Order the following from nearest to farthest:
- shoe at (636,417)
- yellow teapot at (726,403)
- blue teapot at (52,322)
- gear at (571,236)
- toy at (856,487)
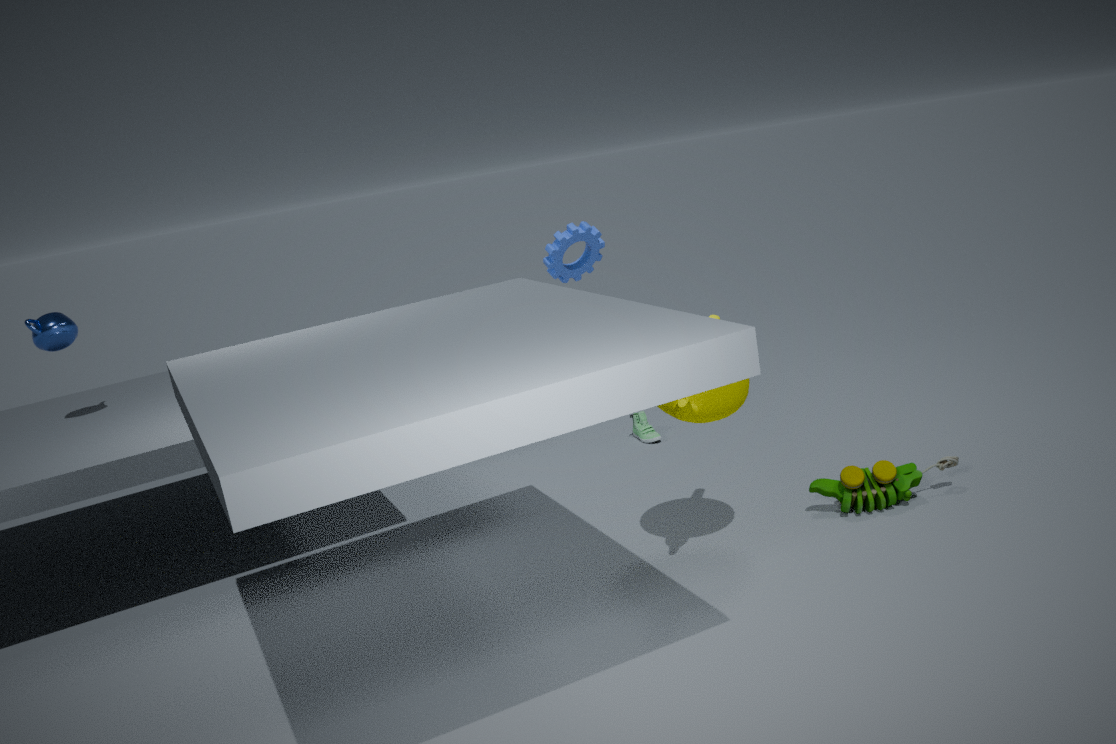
yellow teapot at (726,403) < toy at (856,487) < blue teapot at (52,322) < gear at (571,236) < shoe at (636,417)
